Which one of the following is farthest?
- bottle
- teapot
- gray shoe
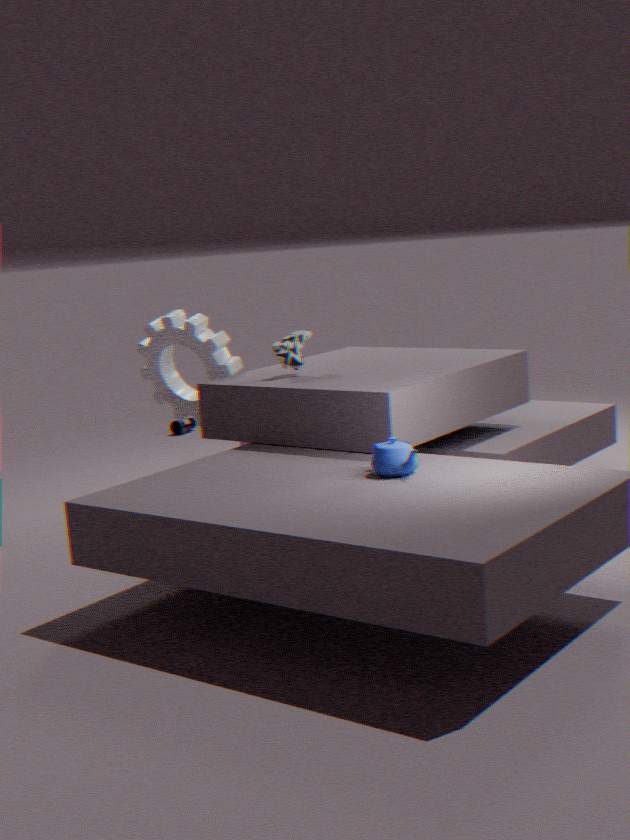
bottle
